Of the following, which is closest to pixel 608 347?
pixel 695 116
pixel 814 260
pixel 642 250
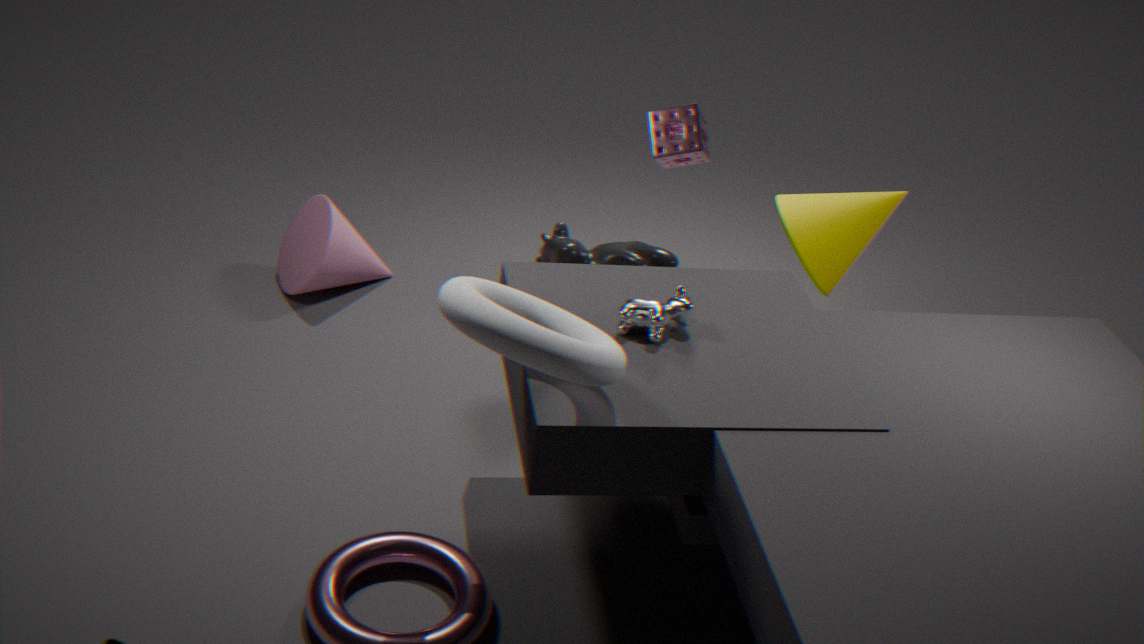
pixel 642 250
